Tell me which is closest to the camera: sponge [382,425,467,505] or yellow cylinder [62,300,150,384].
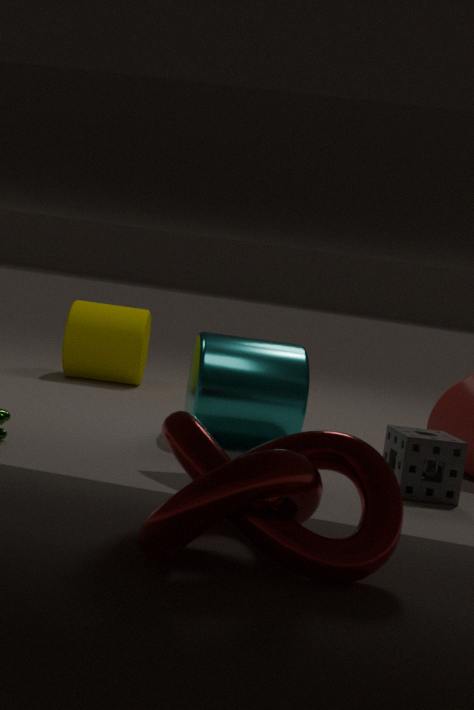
sponge [382,425,467,505]
